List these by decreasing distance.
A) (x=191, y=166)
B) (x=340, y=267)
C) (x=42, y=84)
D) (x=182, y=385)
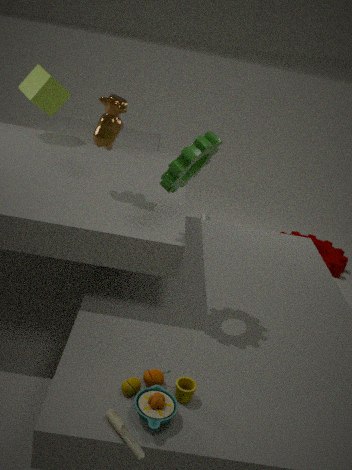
(x=340, y=267) < (x=42, y=84) < (x=191, y=166) < (x=182, y=385)
